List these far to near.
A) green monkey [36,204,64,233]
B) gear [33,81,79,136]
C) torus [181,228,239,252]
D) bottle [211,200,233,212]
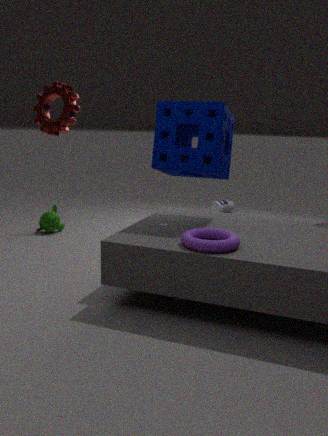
bottle [211,200,233,212] → green monkey [36,204,64,233] → gear [33,81,79,136] → torus [181,228,239,252]
